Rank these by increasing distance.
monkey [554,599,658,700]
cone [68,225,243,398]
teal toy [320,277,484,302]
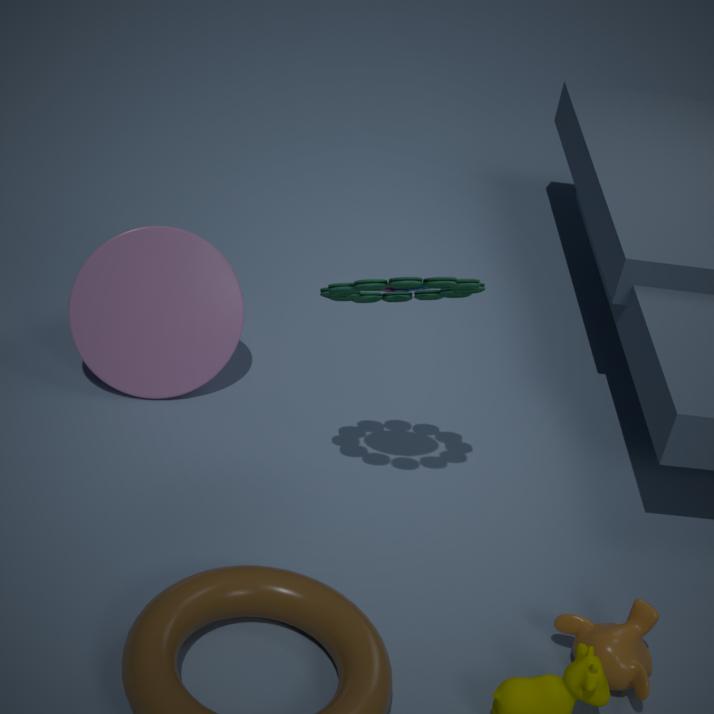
teal toy [320,277,484,302] < monkey [554,599,658,700] < cone [68,225,243,398]
